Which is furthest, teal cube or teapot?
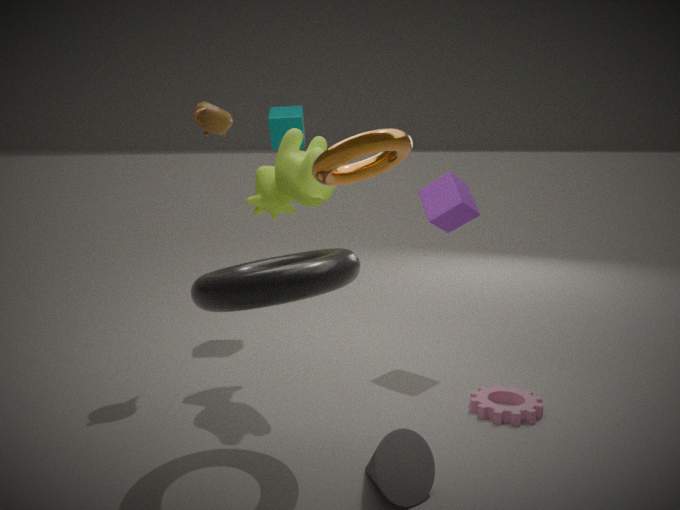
teal cube
